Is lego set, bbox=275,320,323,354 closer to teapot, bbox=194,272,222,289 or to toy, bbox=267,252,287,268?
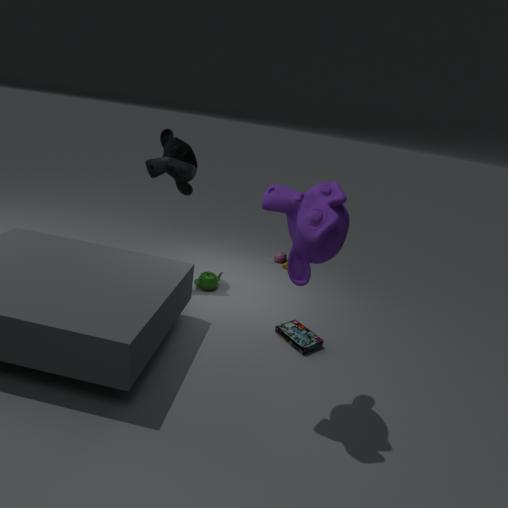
teapot, bbox=194,272,222,289
